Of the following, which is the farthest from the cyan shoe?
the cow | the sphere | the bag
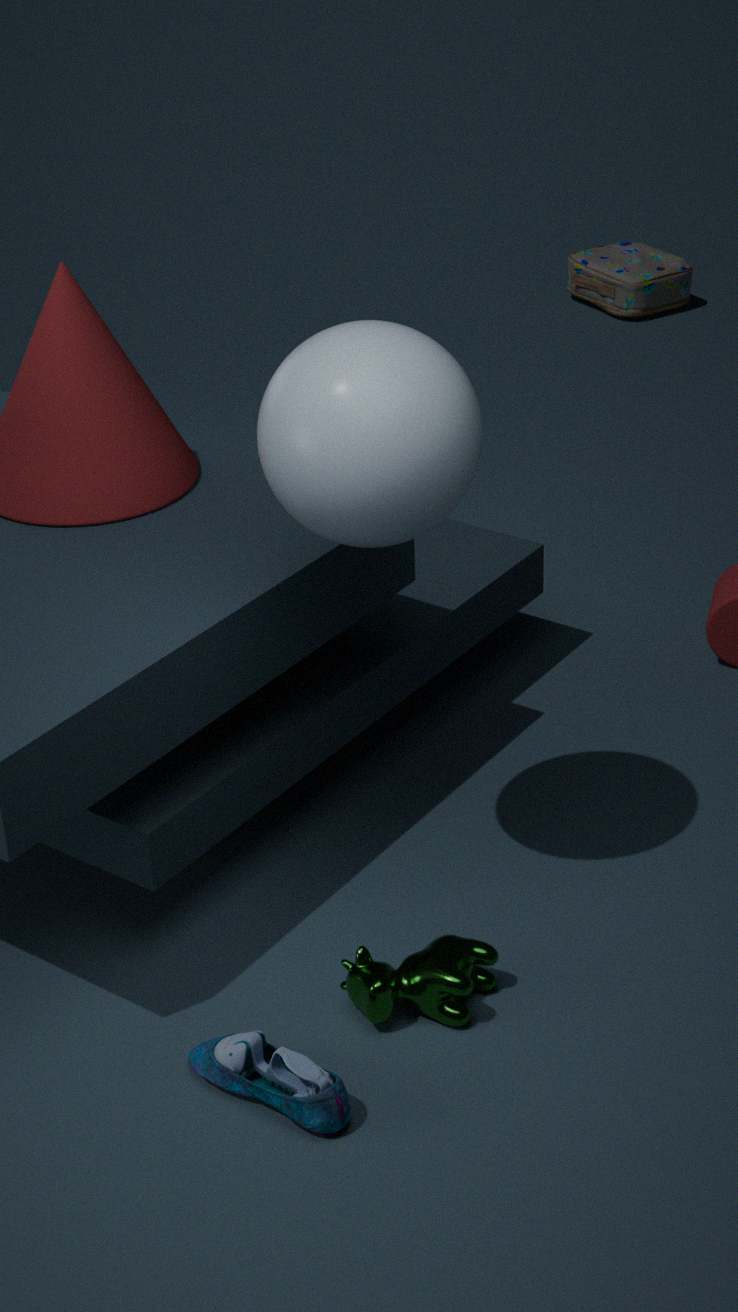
the bag
